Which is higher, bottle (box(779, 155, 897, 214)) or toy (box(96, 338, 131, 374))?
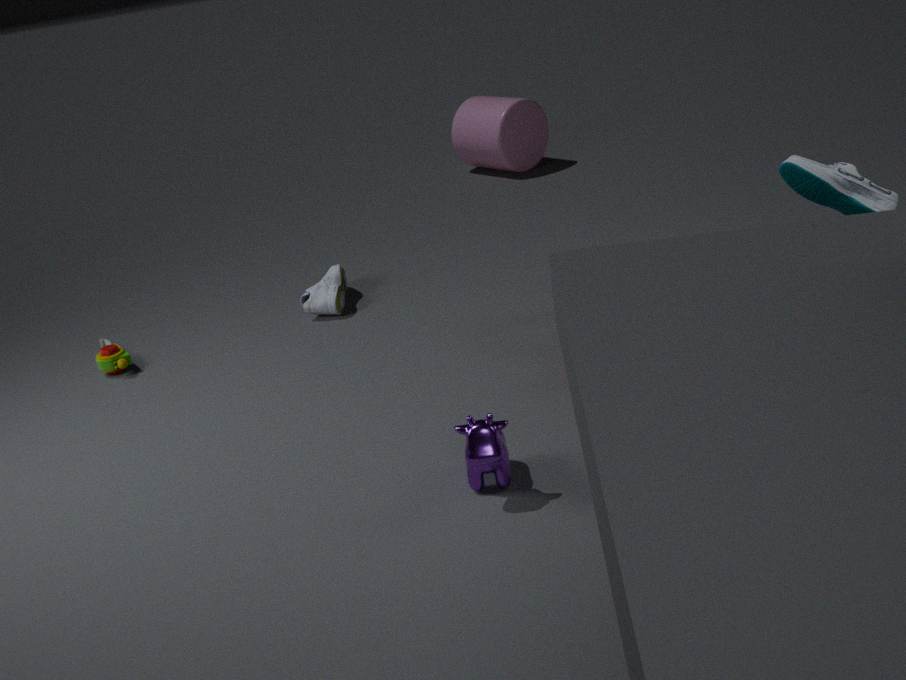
bottle (box(779, 155, 897, 214))
